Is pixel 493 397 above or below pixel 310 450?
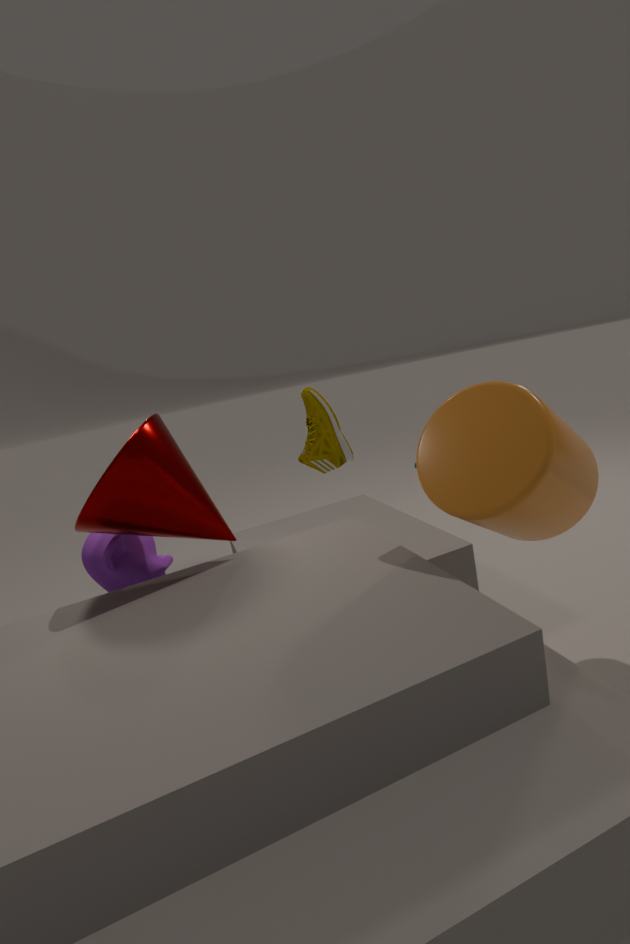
above
